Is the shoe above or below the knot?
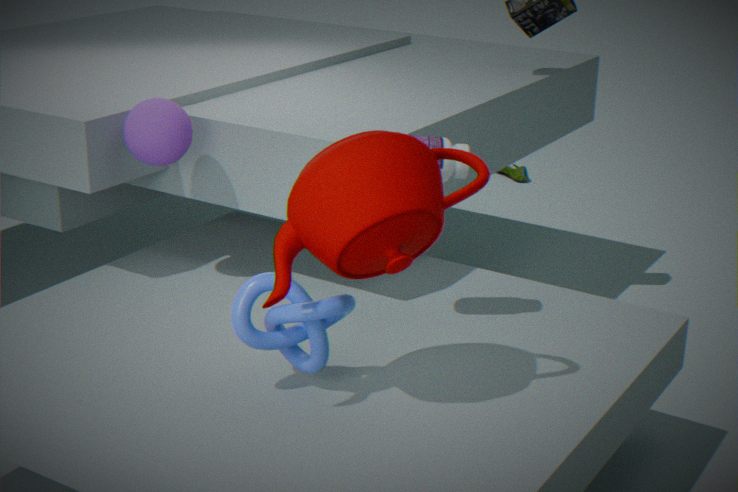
below
